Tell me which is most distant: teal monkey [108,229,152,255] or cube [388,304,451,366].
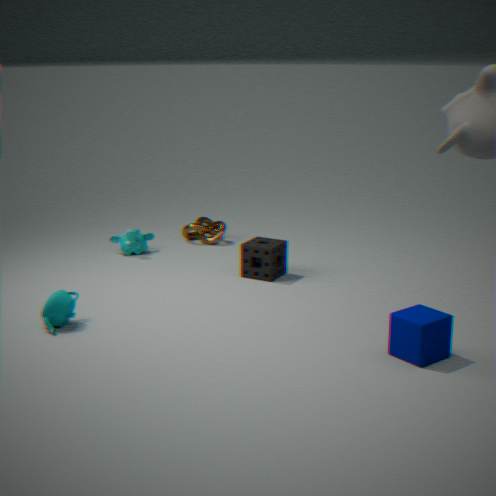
teal monkey [108,229,152,255]
